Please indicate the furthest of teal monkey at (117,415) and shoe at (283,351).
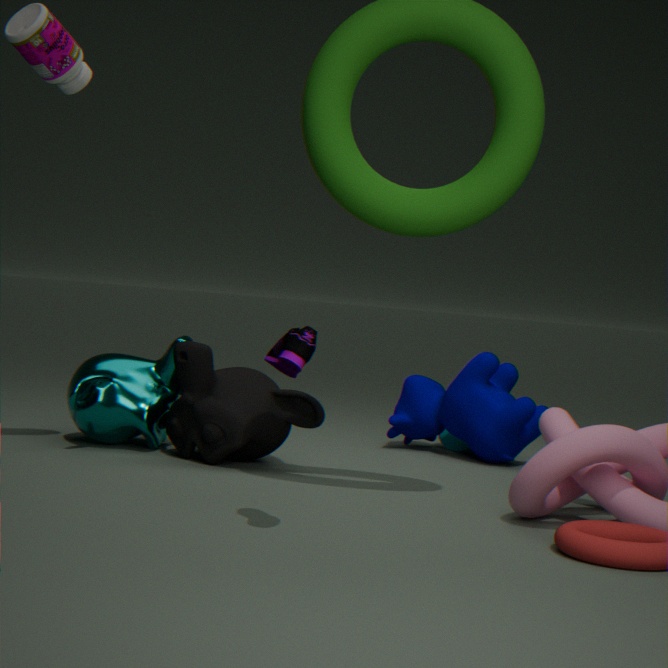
teal monkey at (117,415)
